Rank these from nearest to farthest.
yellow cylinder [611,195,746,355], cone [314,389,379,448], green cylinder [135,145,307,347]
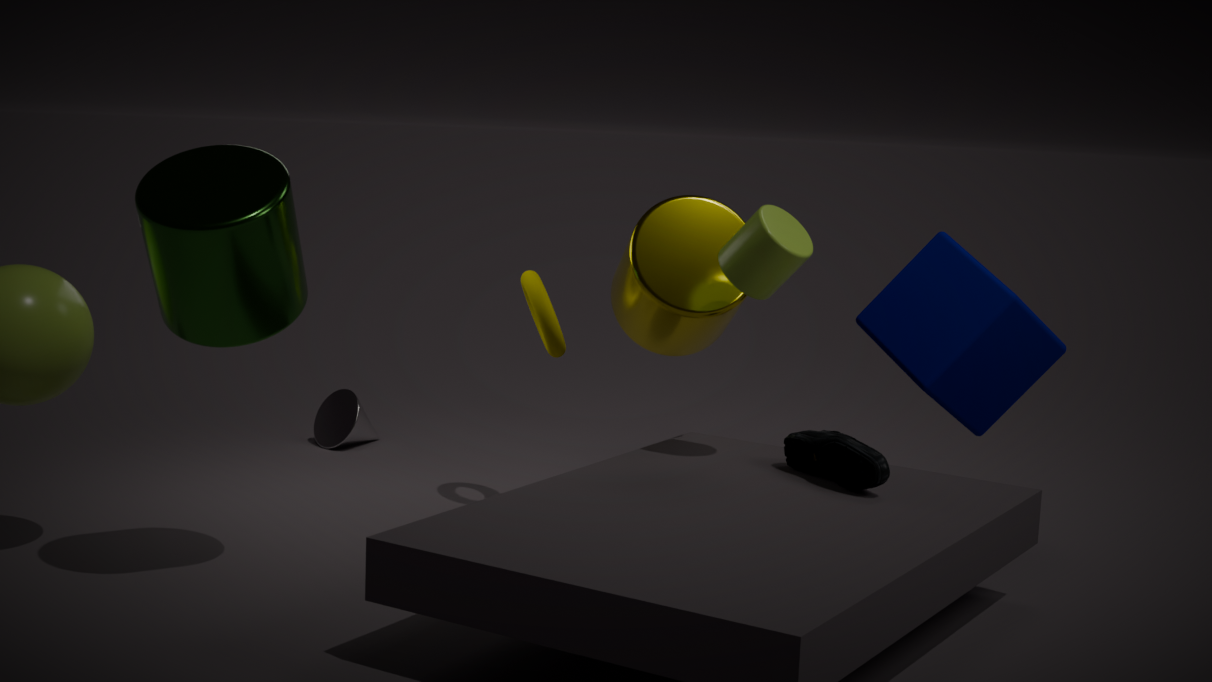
green cylinder [135,145,307,347]
yellow cylinder [611,195,746,355]
cone [314,389,379,448]
